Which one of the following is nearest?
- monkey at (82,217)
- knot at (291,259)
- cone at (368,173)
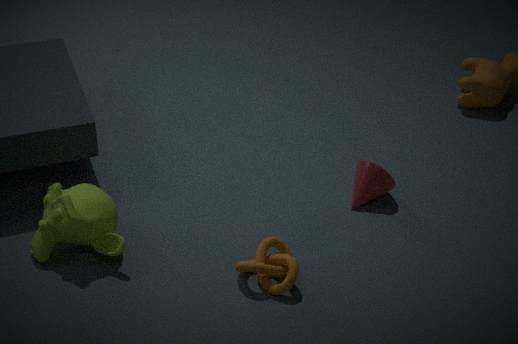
knot at (291,259)
